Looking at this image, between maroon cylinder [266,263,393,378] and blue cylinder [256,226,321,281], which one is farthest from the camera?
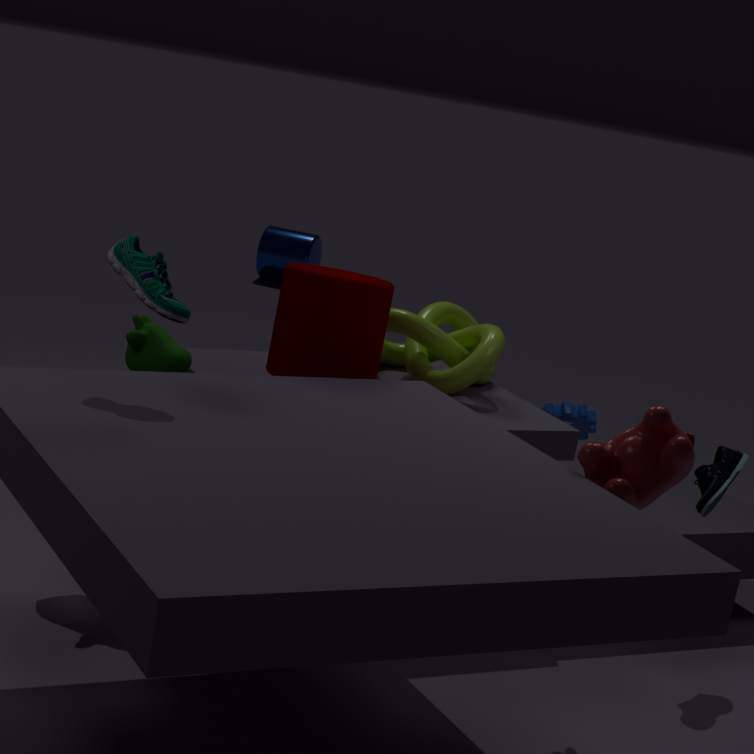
blue cylinder [256,226,321,281]
